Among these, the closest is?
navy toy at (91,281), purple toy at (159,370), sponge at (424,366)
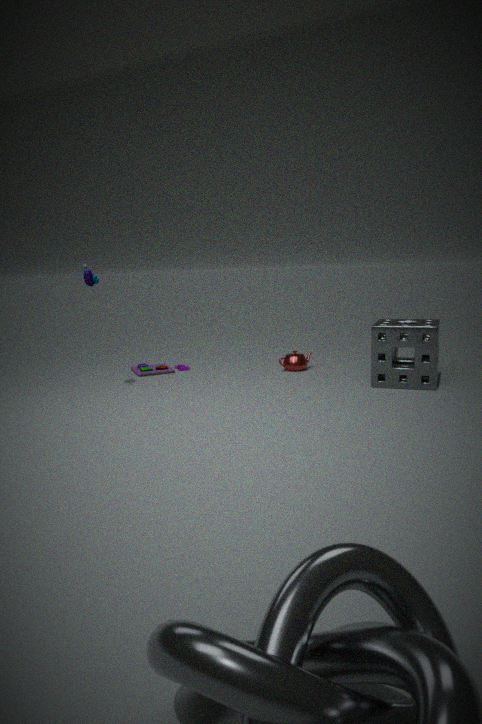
sponge at (424,366)
